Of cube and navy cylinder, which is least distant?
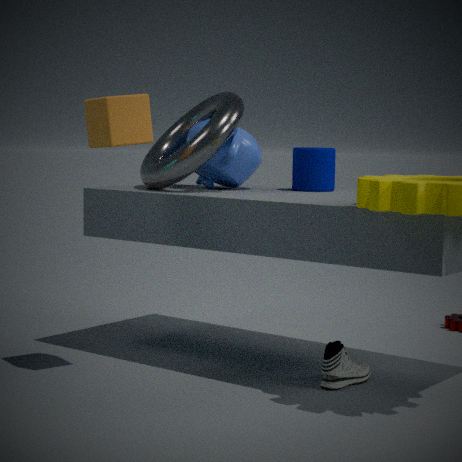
cube
